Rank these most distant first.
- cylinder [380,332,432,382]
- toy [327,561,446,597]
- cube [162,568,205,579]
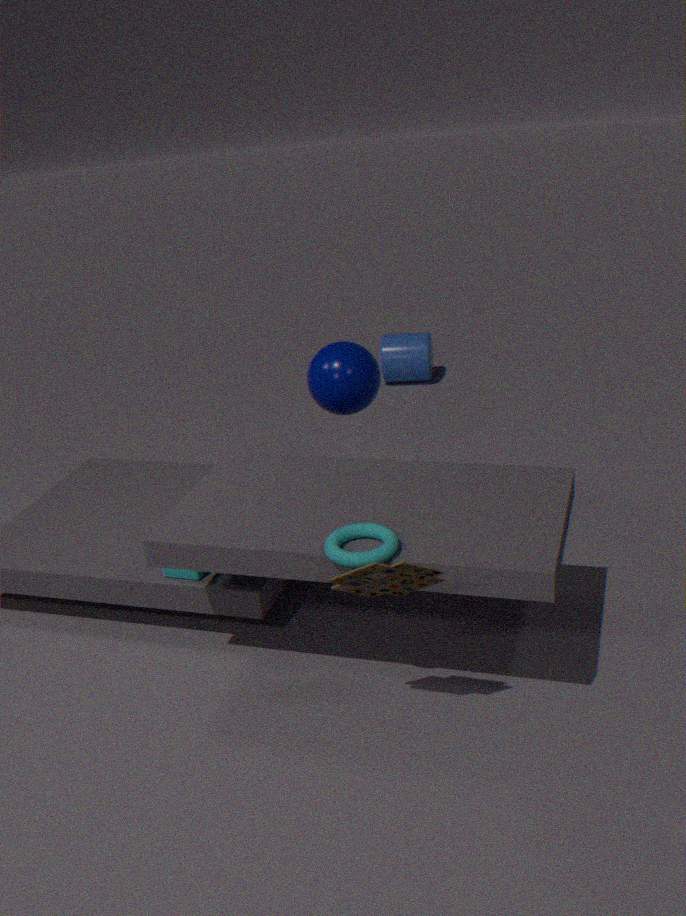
cylinder [380,332,432,382] < cube [162,568,205,579] < toy [327,561,446,597]
